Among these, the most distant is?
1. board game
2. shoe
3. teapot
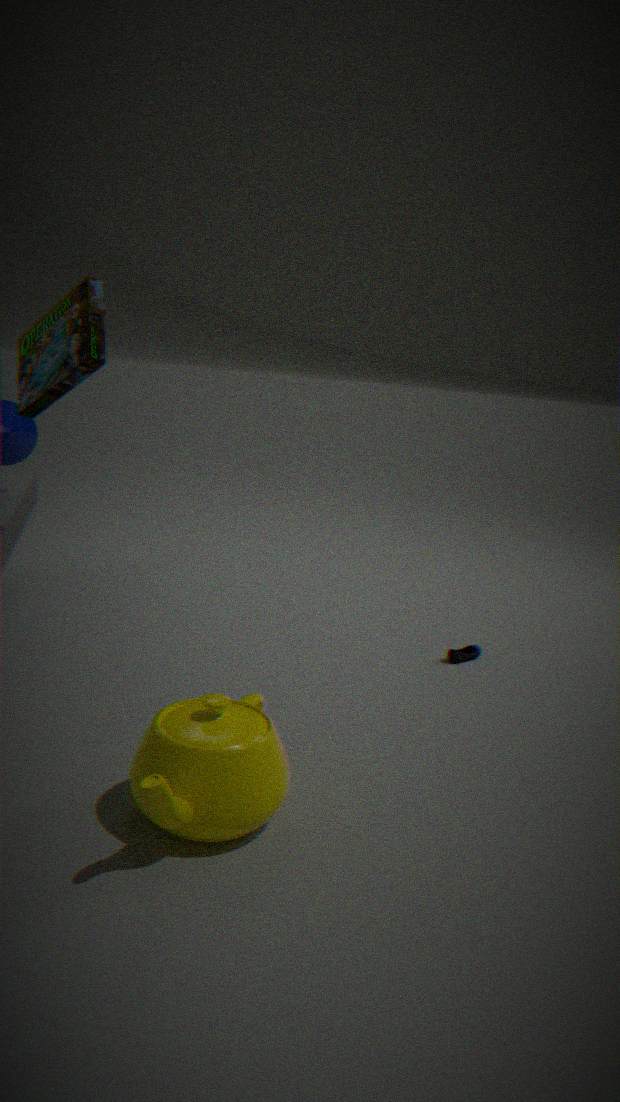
shoe
